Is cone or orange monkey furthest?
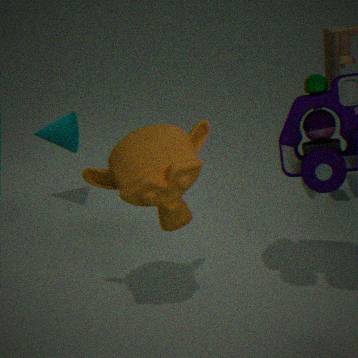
cone
